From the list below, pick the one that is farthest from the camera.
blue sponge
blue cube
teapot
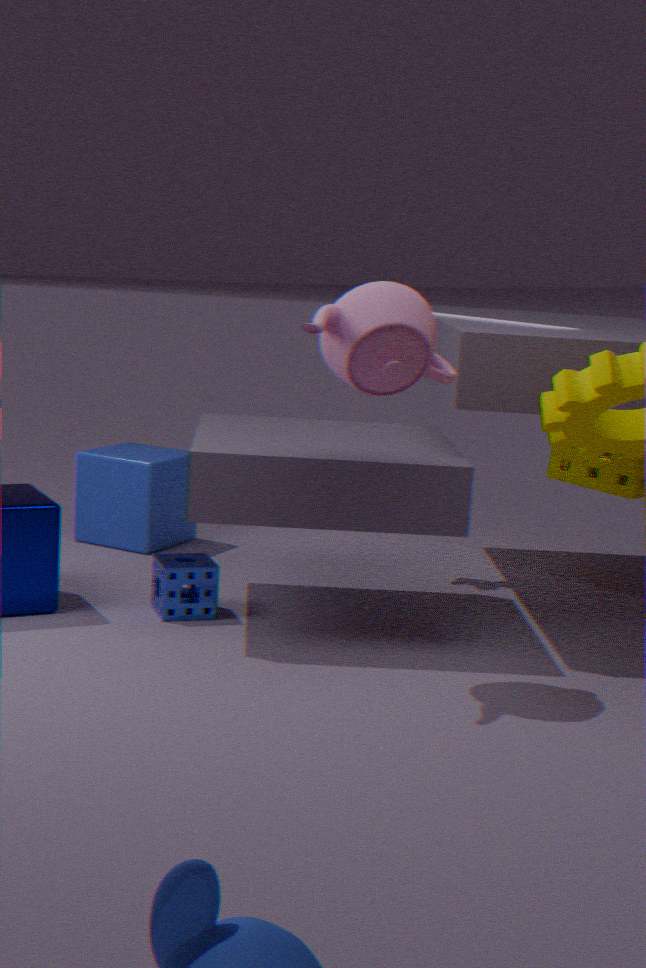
blue cube
